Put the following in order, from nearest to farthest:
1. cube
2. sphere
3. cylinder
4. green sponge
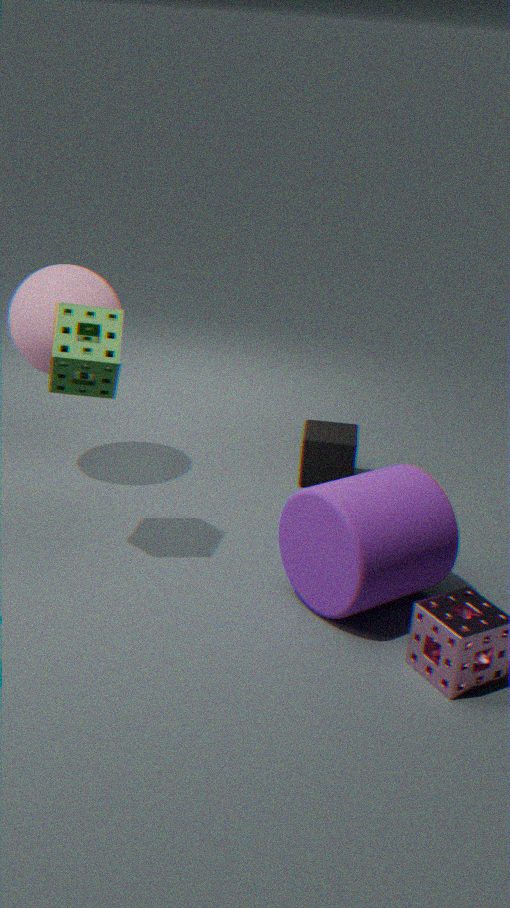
cylinder < green sponge < sphere < cube
